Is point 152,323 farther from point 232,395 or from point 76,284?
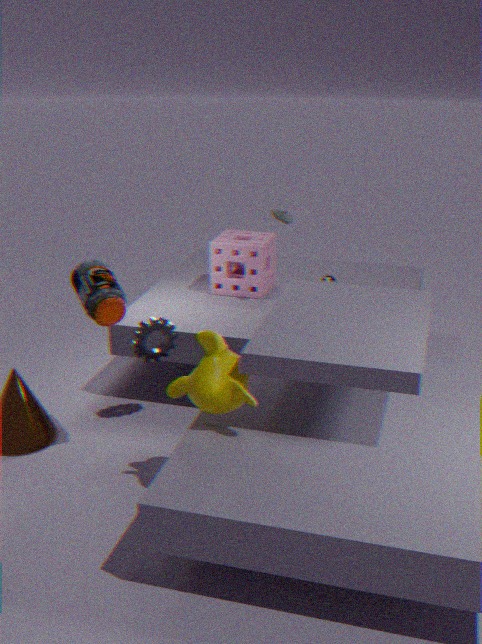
point 232,395
